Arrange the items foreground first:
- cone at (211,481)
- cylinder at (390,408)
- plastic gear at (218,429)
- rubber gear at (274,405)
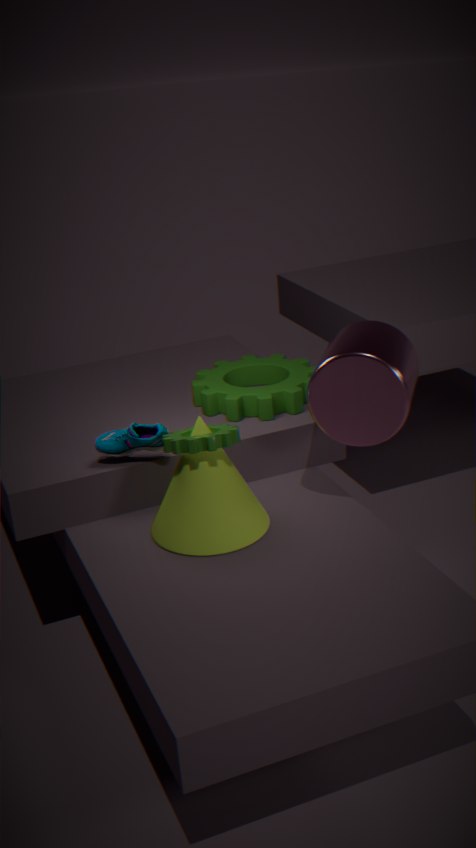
1. plastic gear at (218,429)
2. cylinder at (390,408)
3. cone at (211,481)
4. rubber gear at (274,405)
